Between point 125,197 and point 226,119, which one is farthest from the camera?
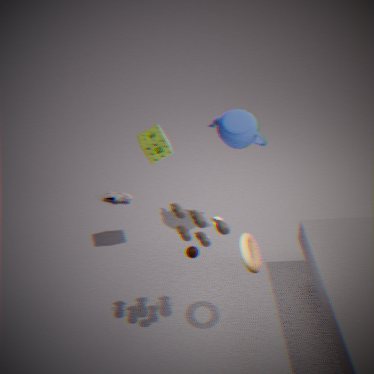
point 125,197
